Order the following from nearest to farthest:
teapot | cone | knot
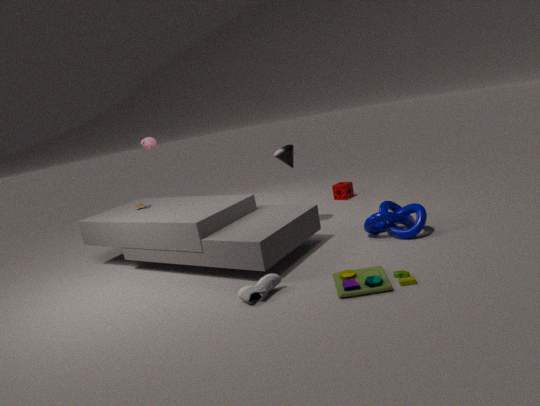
1. knot
2. cone
3. teapot
